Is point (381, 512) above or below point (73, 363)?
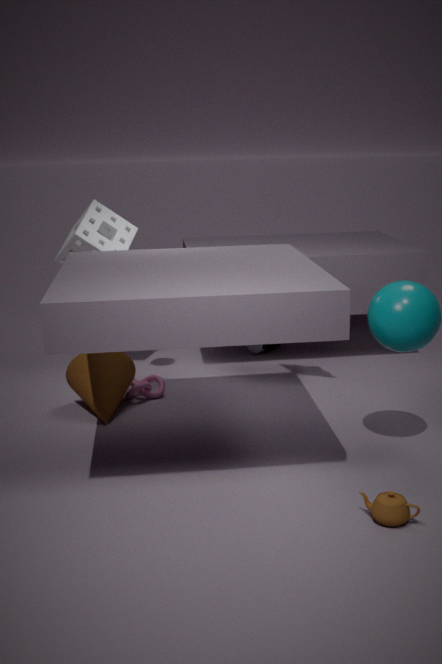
below
